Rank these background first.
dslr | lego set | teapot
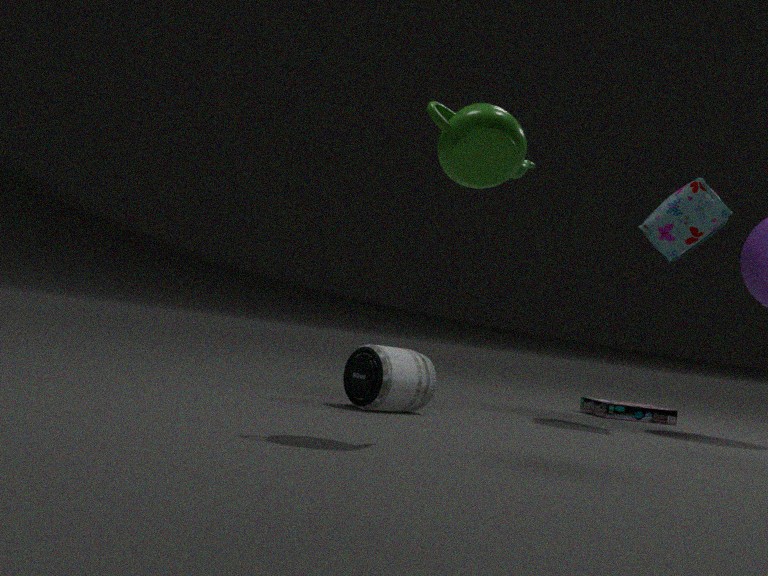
lego set, dslr, teapot
